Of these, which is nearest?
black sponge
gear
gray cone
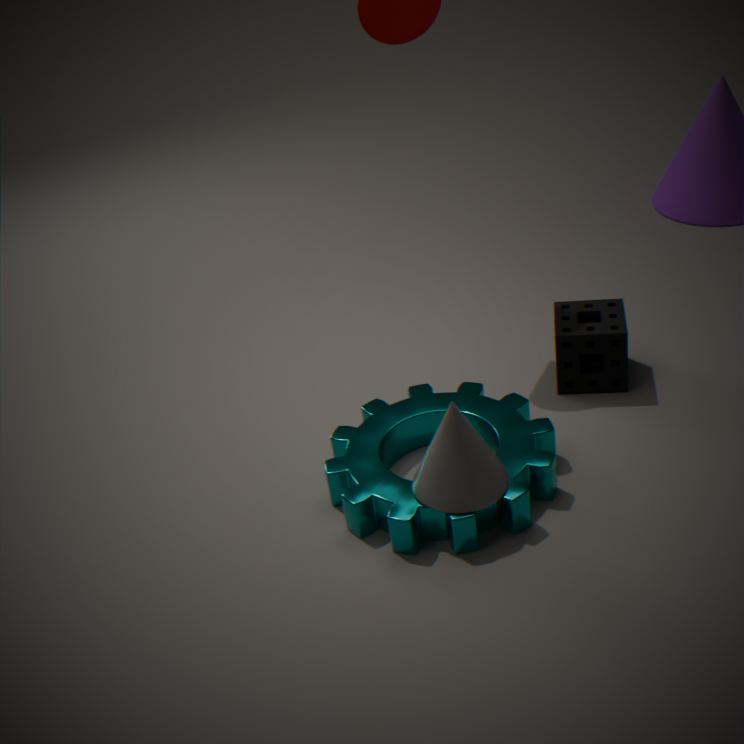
gray cone
